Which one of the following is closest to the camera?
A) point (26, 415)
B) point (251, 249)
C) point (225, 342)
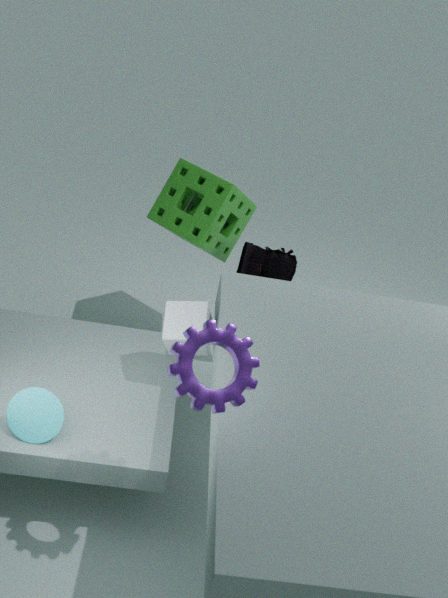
point (225, 342)
